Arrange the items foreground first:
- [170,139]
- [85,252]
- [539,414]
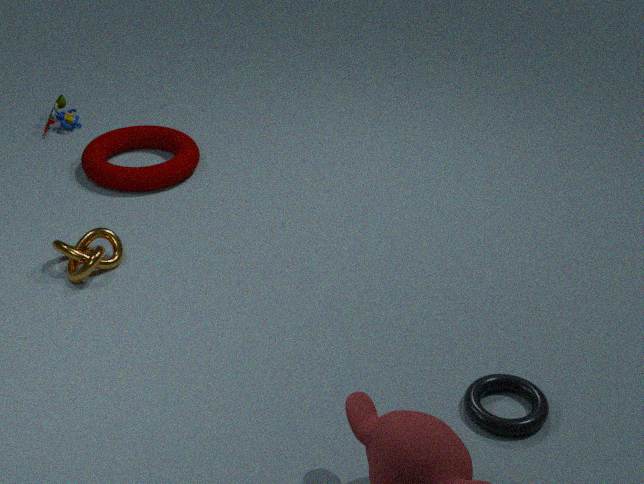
[539,414] → [85,252] → [170,139]
